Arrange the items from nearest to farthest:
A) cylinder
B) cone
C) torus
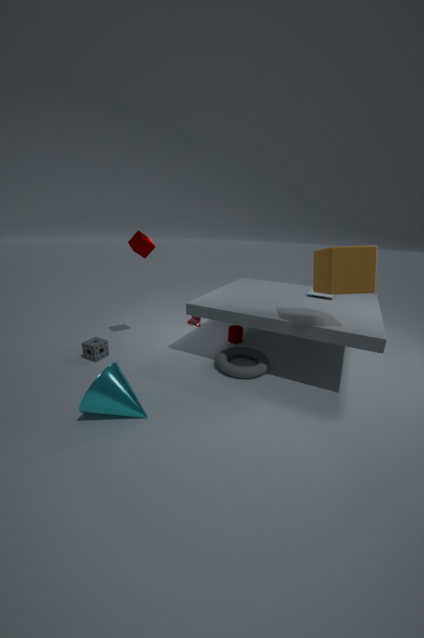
cone → torus → cylinder
